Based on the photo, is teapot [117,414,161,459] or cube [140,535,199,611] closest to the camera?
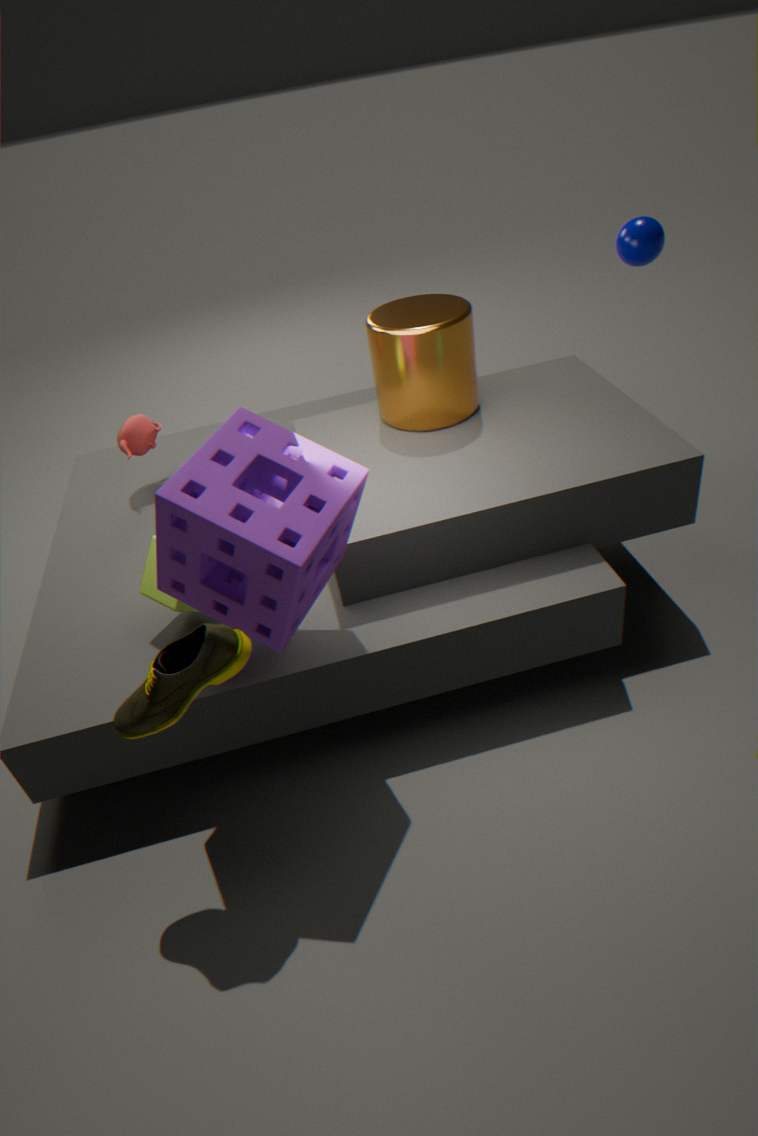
cube [140,535,199,611]
